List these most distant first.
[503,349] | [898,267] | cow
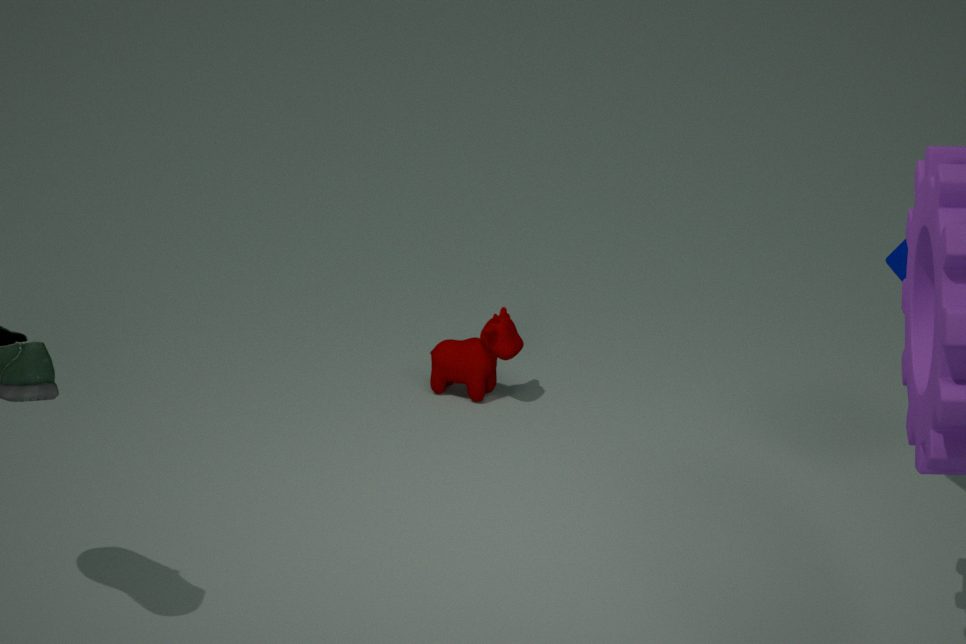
[503,349], [898,267], cow
